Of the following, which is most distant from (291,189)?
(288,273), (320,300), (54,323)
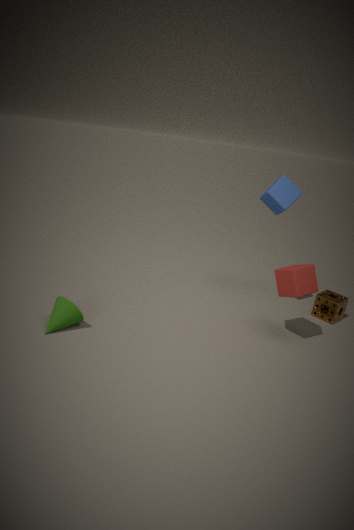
(54,323)
